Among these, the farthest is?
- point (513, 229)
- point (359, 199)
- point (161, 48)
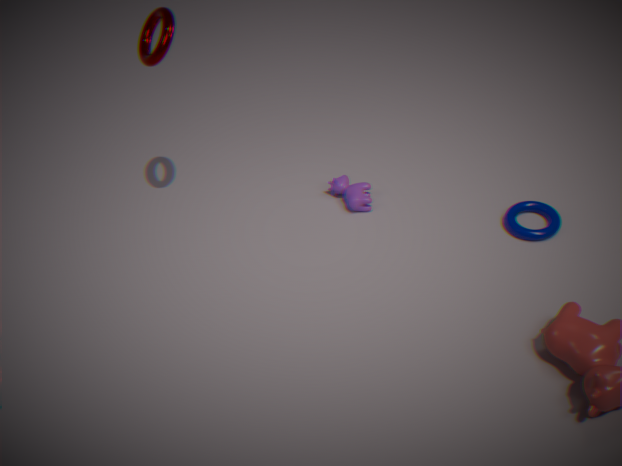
point (359, 199)
